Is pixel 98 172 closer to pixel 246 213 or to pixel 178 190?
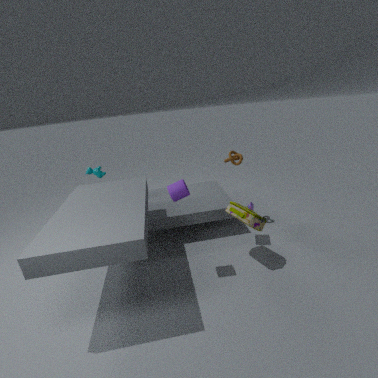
pixel 178 190
